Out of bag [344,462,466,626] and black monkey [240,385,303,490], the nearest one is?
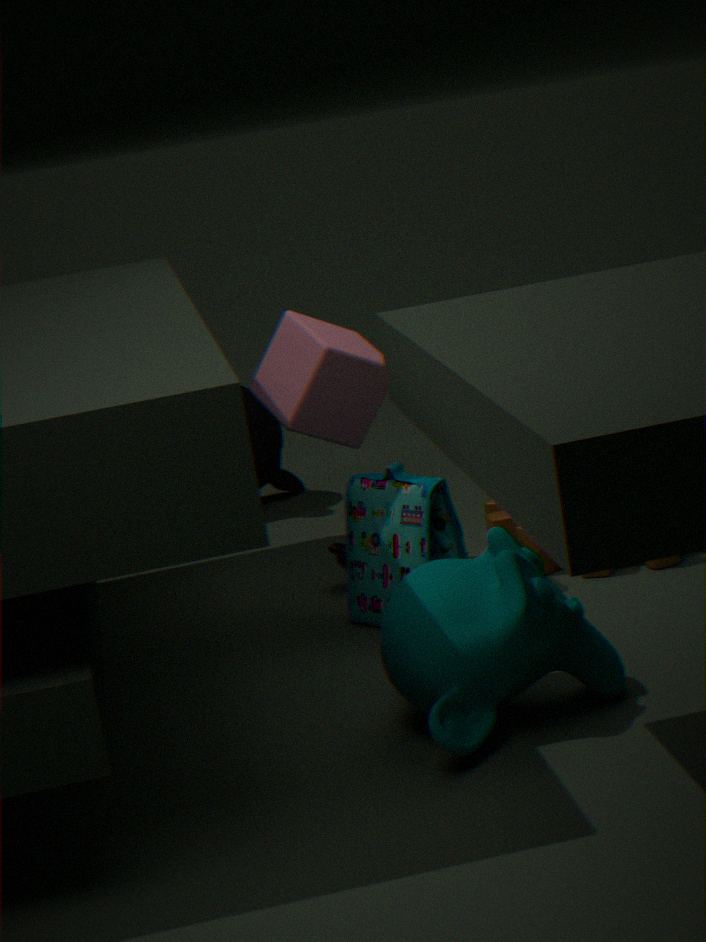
bag [344,462,466,626]
